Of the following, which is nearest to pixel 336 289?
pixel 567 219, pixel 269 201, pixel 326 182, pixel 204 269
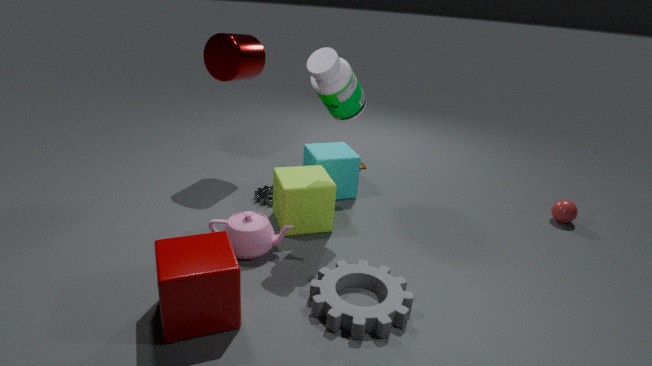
pixel 204 269
